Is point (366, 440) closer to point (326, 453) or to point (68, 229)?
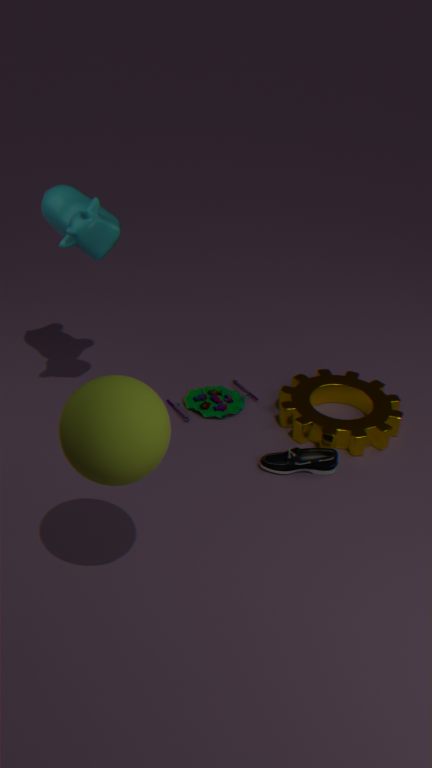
point (326, 453)
